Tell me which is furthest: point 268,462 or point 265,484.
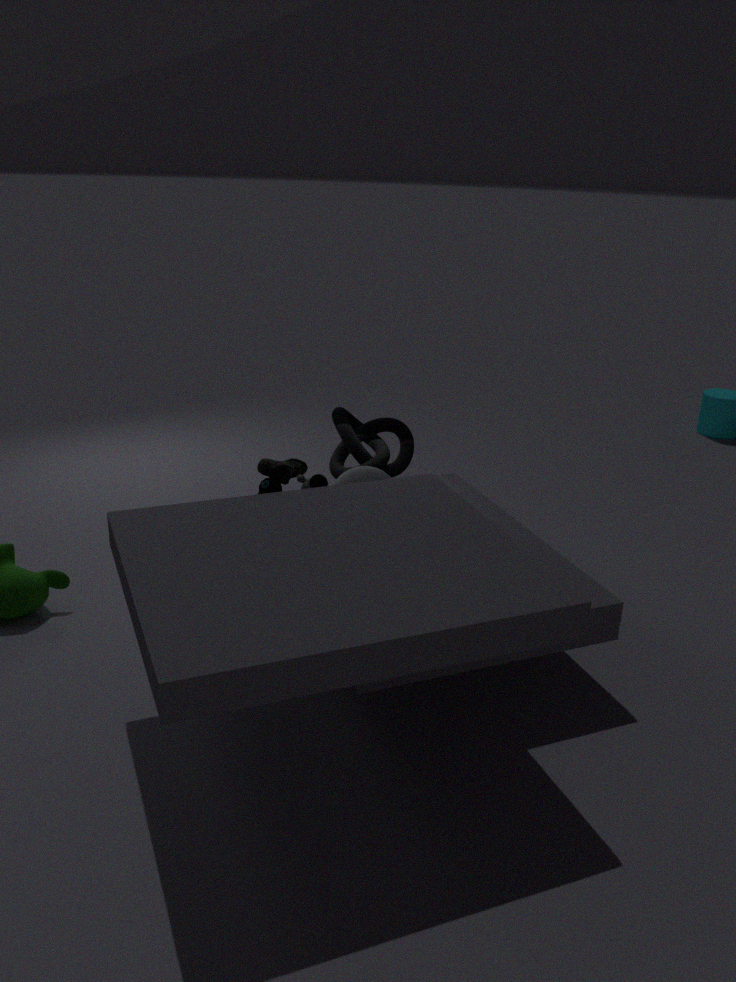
point 268,462
